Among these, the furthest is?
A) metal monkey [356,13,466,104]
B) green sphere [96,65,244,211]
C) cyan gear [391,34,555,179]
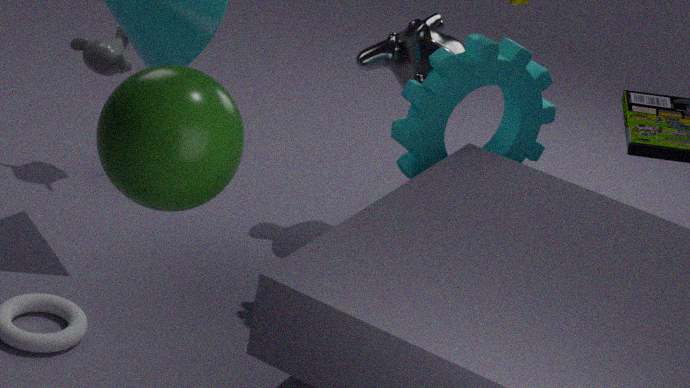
metal monkey [356,13,466,104]
